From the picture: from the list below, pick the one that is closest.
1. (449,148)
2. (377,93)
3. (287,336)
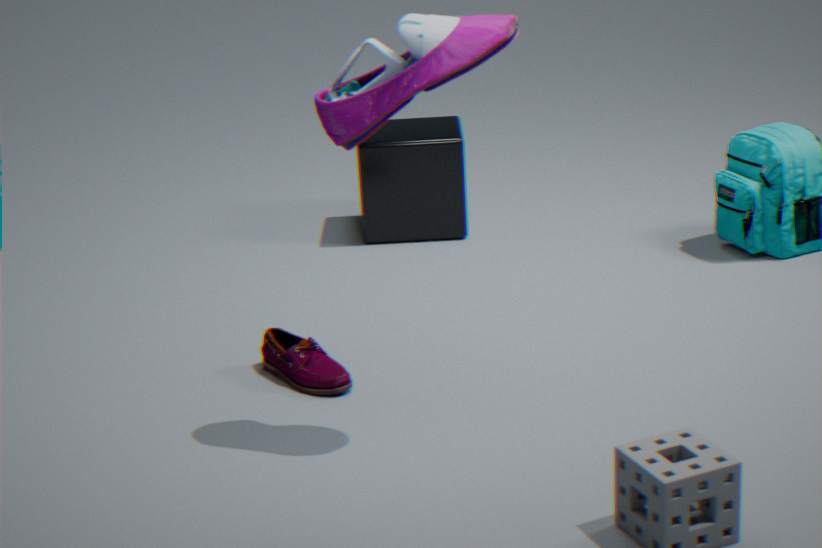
(377,93)
